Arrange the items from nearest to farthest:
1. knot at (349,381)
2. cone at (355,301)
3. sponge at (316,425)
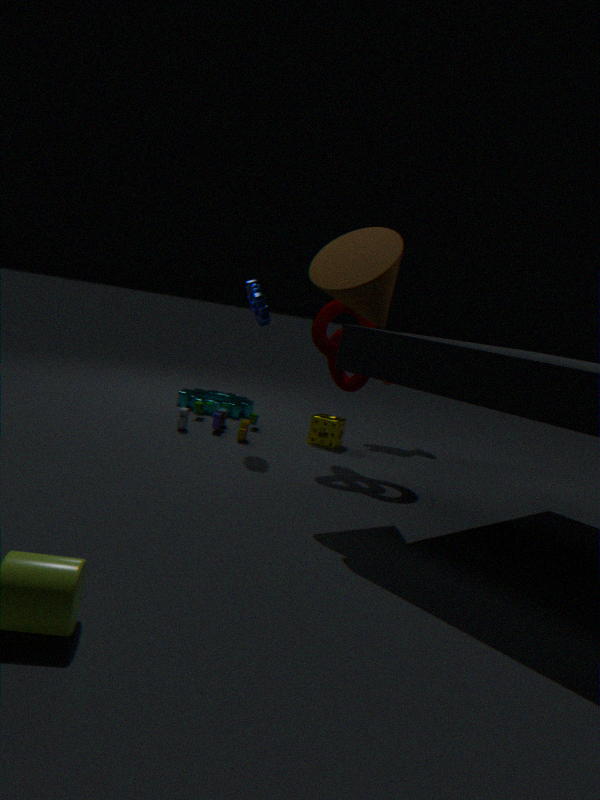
cone at (355,301)
knot at (349,381)
sponge at (316,425)
